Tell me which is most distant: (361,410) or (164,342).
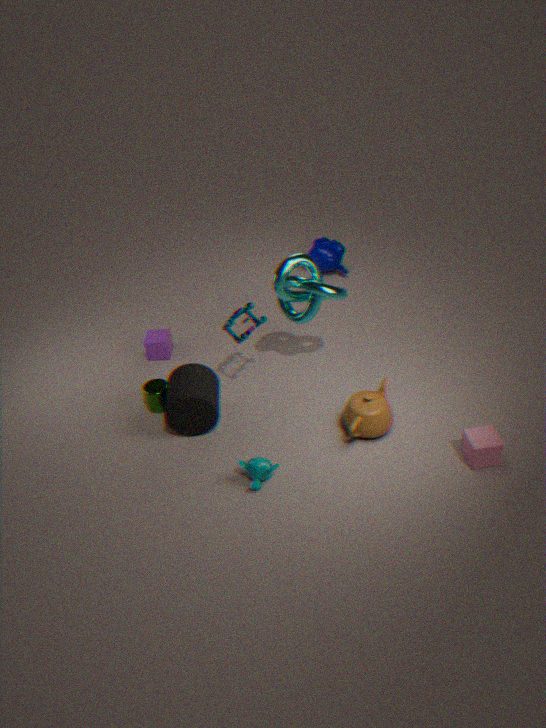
(164,342)
